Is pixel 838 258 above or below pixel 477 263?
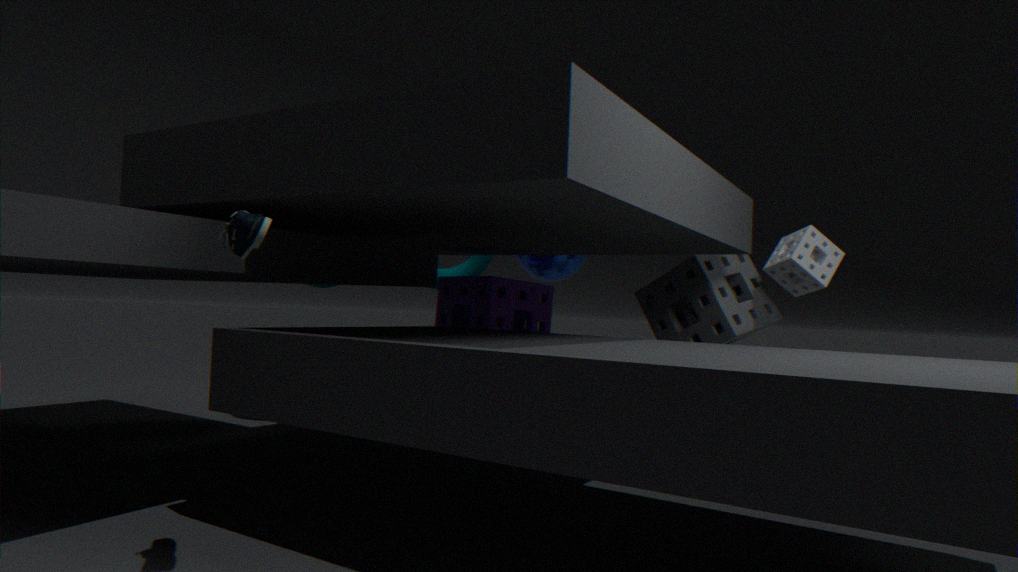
below
